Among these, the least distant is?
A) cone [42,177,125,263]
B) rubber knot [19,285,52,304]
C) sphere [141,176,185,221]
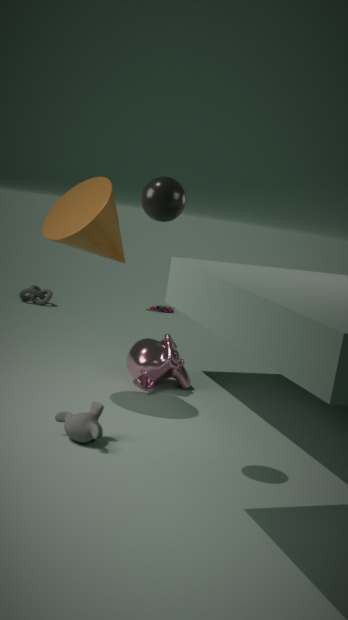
sphere [141,176,185,221]
